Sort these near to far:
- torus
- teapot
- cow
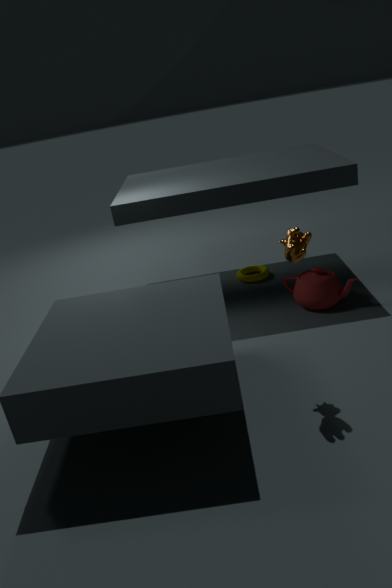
cow
teapot
torus
